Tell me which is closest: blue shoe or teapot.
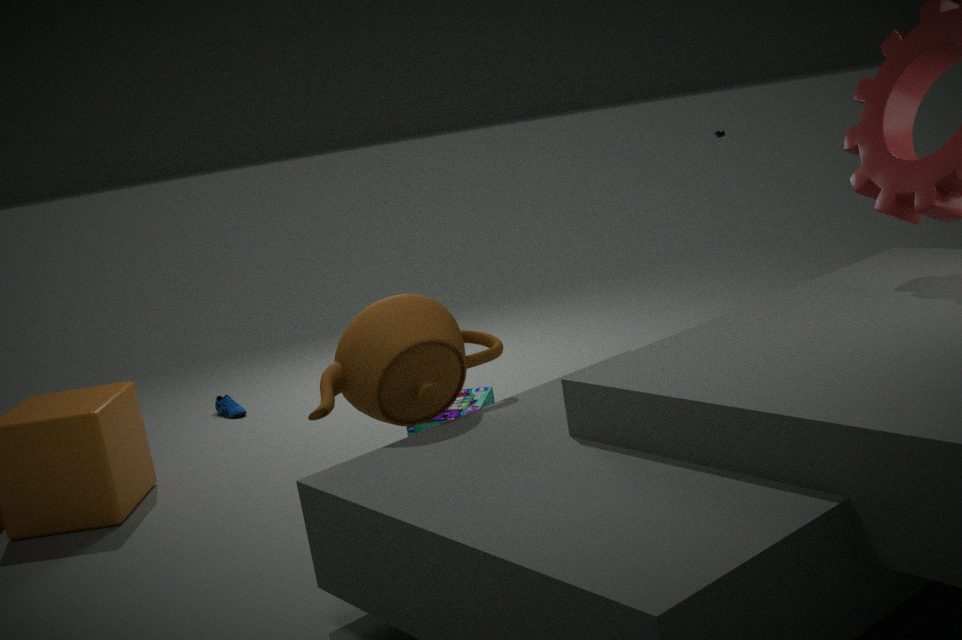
teapot
